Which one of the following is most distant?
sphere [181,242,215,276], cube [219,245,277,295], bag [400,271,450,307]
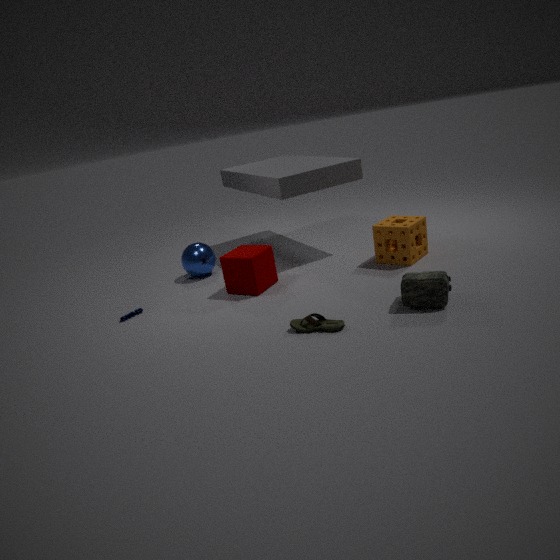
sphere [181,242,215,276]
